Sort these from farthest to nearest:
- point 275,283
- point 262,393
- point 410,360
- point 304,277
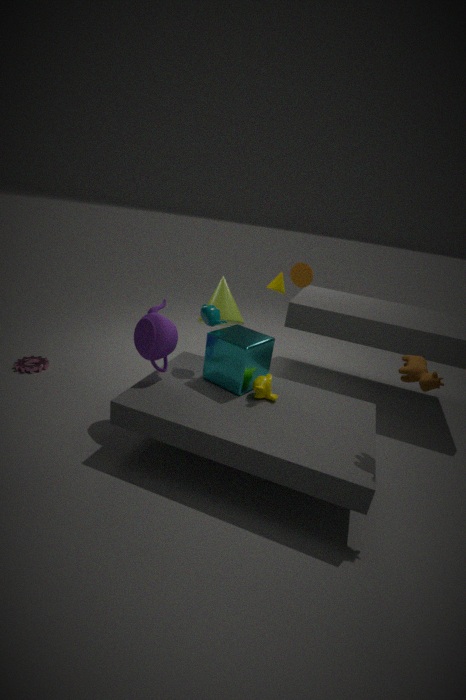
point 275,283, point 304,277, point 262,393, point 410,360
